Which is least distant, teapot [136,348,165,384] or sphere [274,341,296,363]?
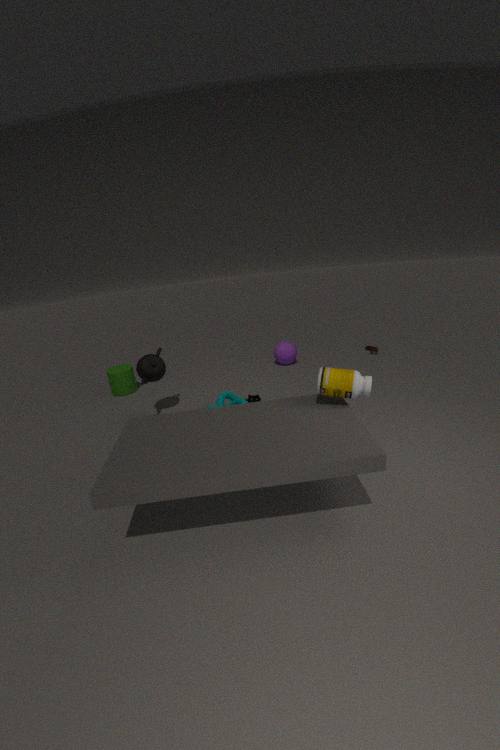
teapot [136,348,165,384]
